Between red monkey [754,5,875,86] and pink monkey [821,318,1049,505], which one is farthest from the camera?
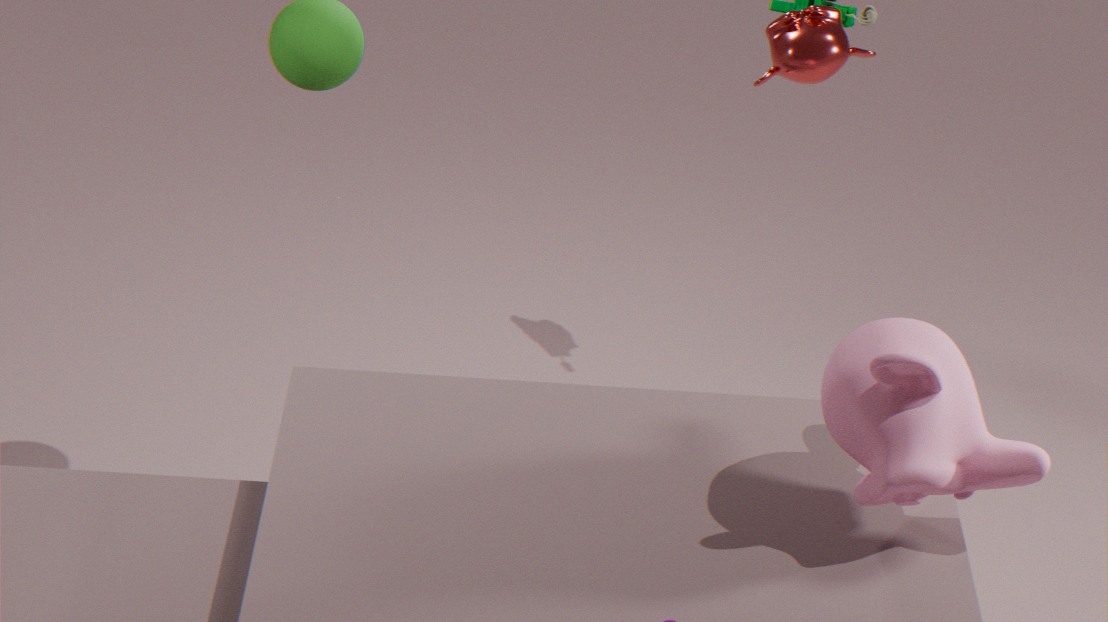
red monkey [754,5,875,86]
